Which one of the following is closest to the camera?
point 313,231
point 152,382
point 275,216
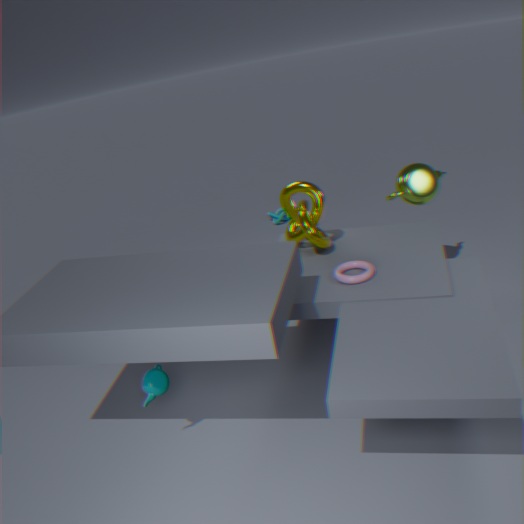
point 152,382
